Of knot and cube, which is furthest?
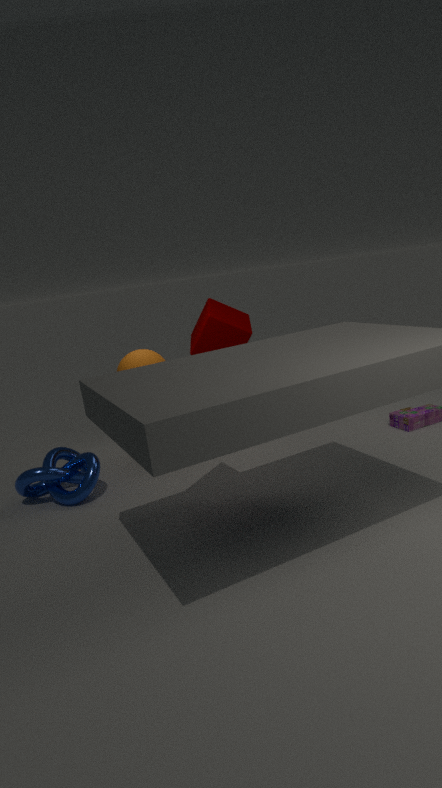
cube
